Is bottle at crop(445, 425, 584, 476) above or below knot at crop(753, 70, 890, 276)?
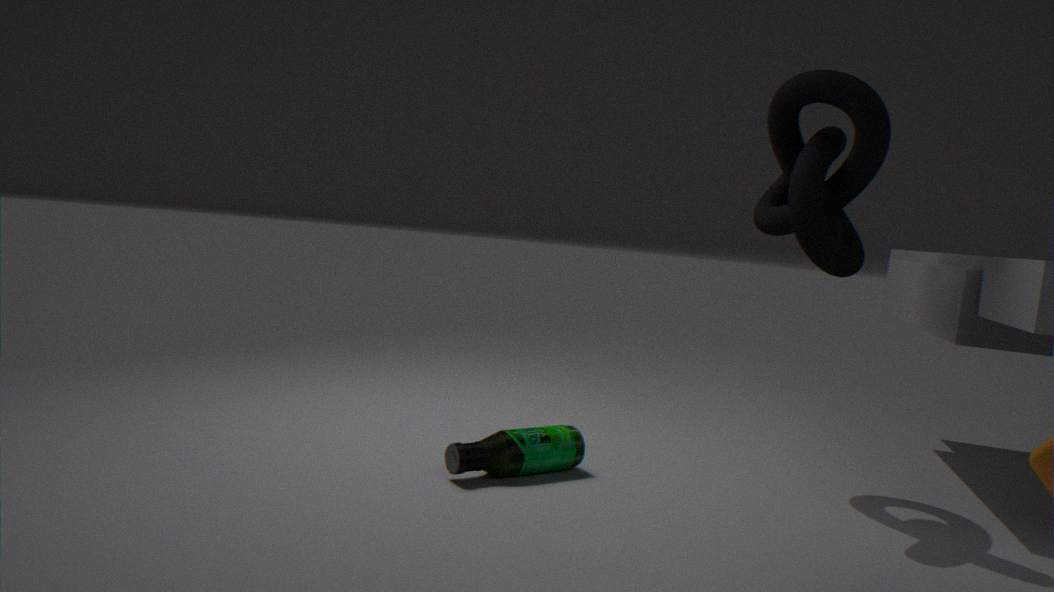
below
